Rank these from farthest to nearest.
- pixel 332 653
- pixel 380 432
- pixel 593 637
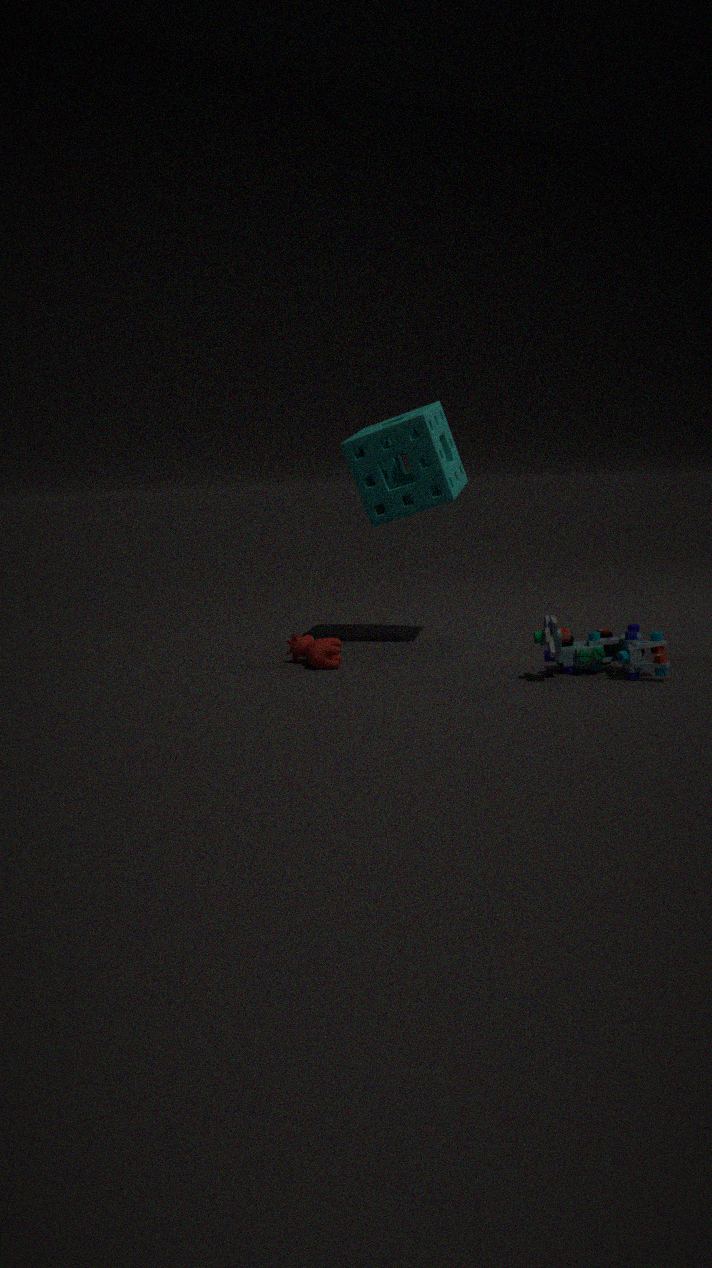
1. pixel 380 432
2. pixel 332 653
3. pixel 593 637
